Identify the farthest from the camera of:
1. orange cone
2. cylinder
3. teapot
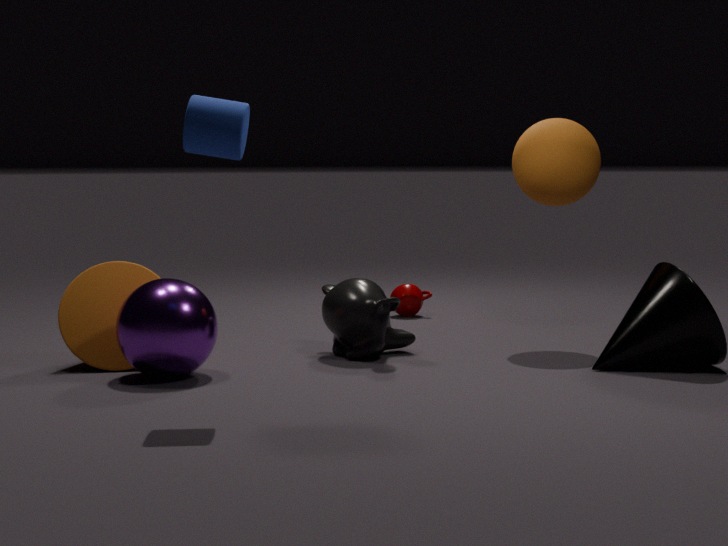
teapot
